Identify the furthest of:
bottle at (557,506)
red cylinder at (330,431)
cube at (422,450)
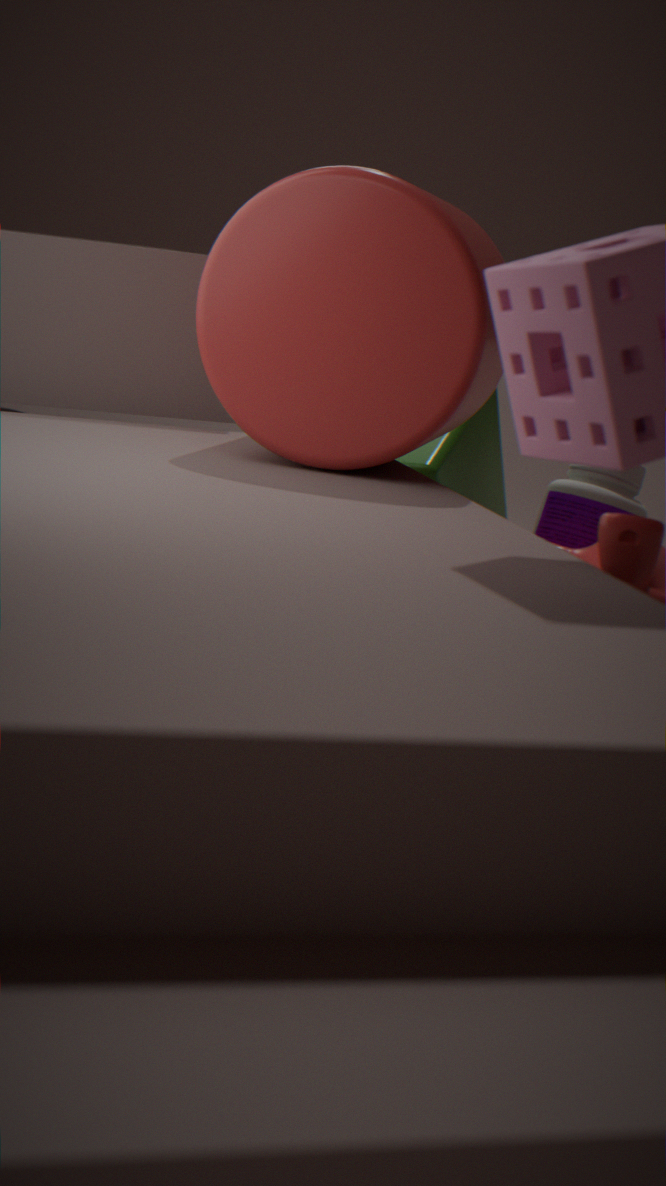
bottle at (557,506)
